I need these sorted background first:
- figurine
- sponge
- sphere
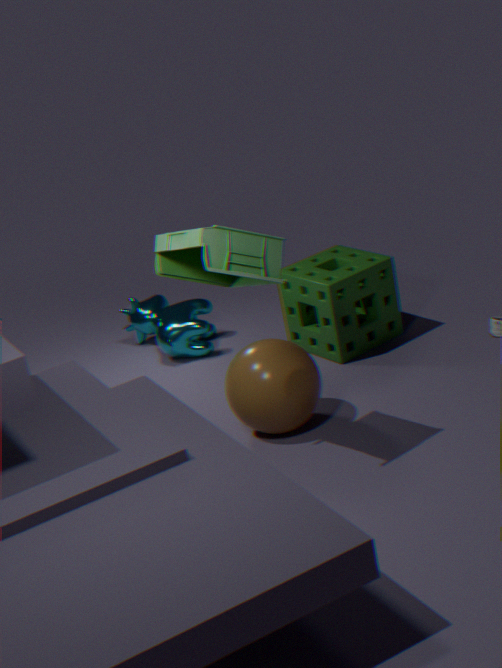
sponge, sphere, figurine
